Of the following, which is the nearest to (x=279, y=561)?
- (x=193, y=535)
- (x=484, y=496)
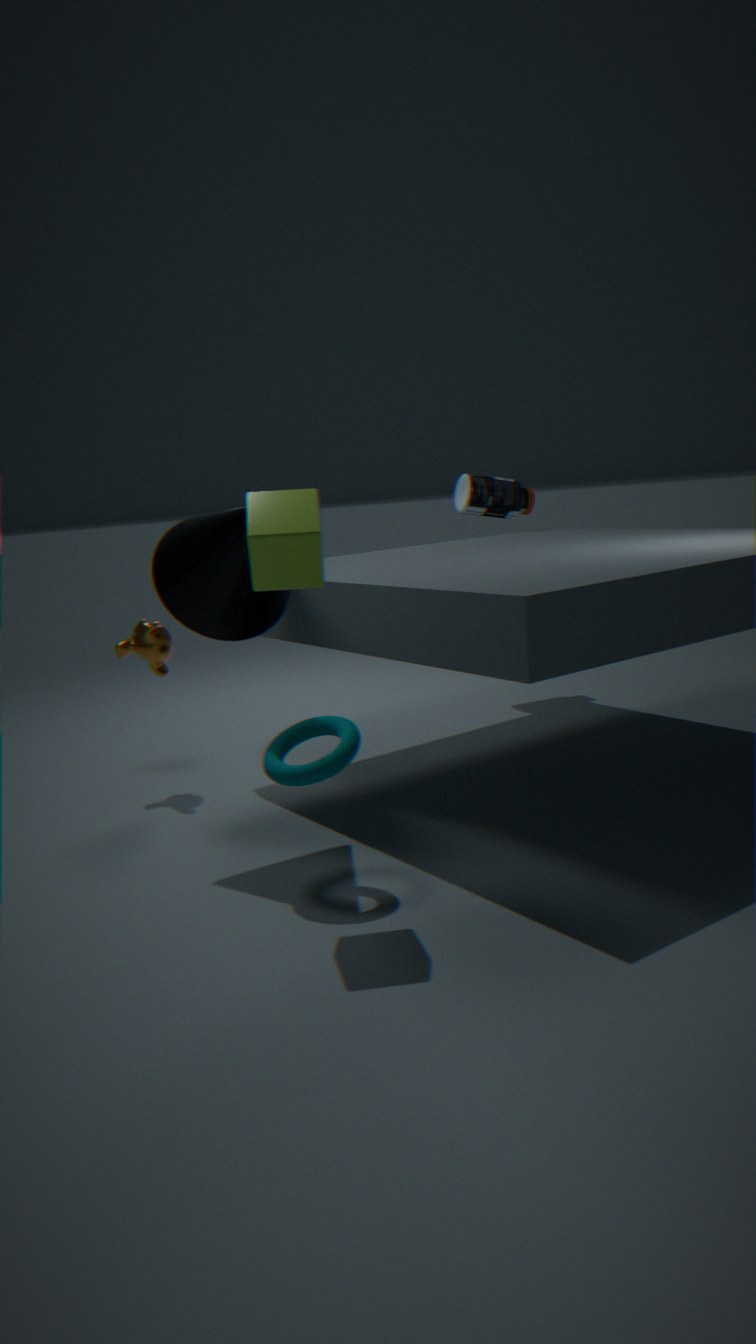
(x=193, y=535)
